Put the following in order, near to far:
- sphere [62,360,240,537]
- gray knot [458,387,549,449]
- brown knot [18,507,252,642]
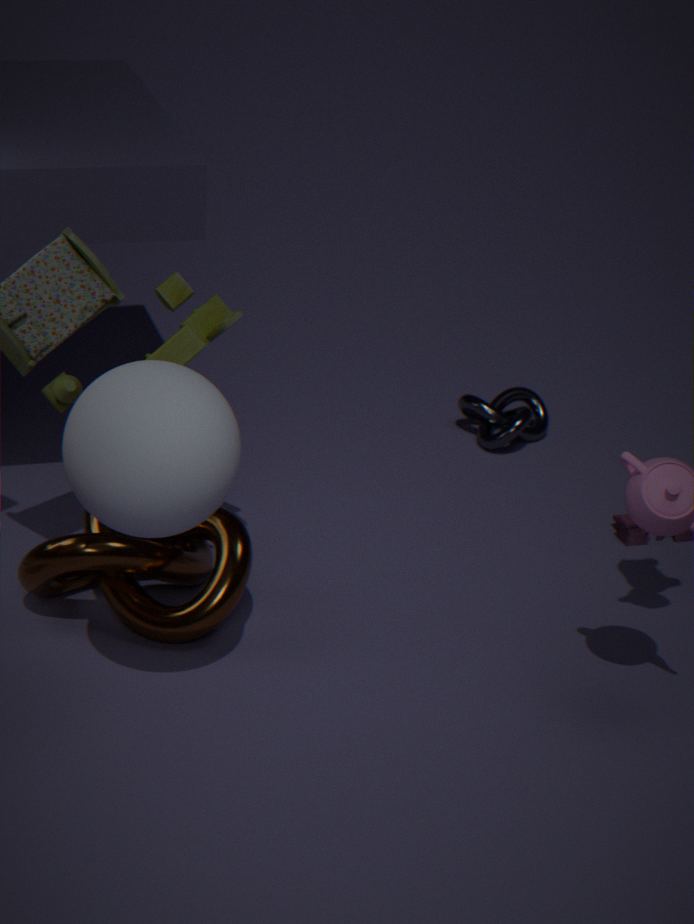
sphere [62,360,240,537] → brown knot [18,507,252,642] → gray knot [458,387,549,449]
